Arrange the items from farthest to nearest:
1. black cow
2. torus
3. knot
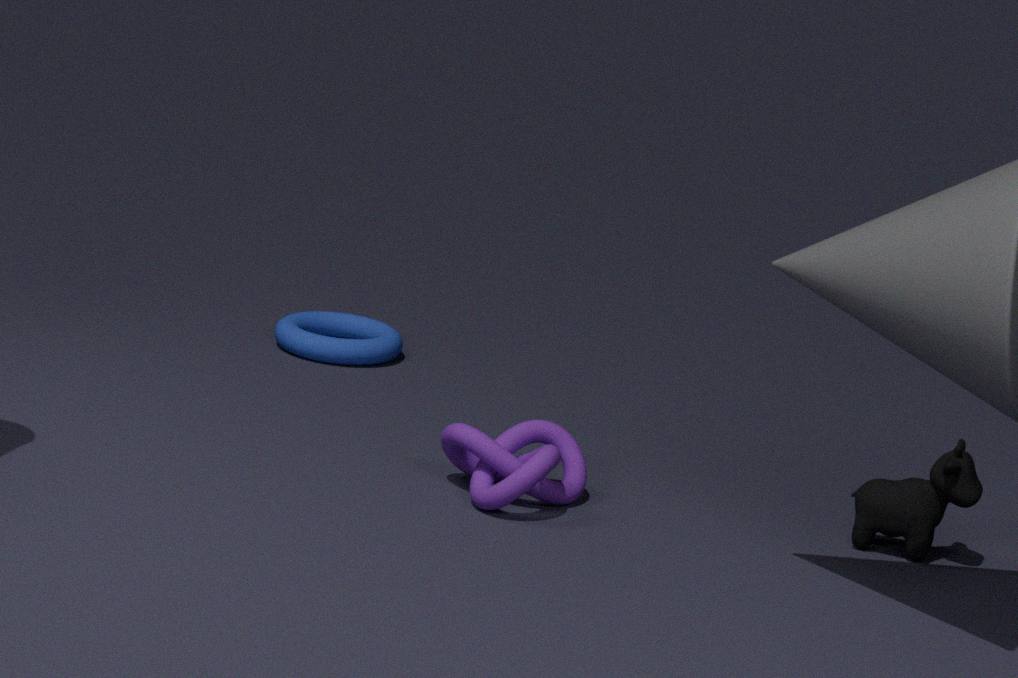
torus, black cow, knot
